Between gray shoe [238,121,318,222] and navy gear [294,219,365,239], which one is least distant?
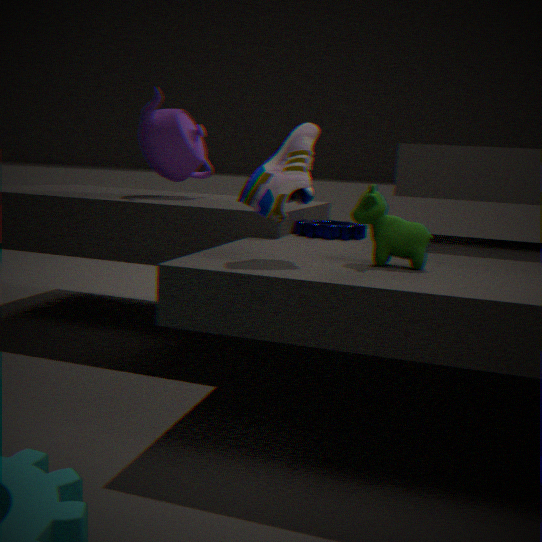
gray shoe [238,121,318,222]
